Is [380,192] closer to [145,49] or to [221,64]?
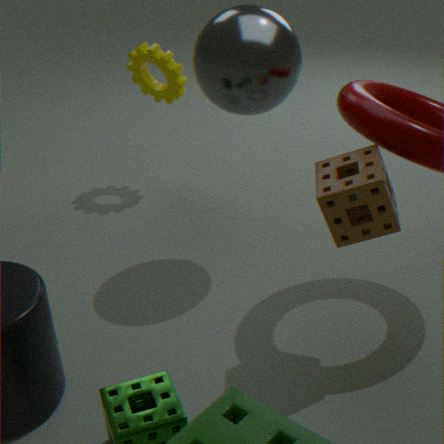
[221,64]
